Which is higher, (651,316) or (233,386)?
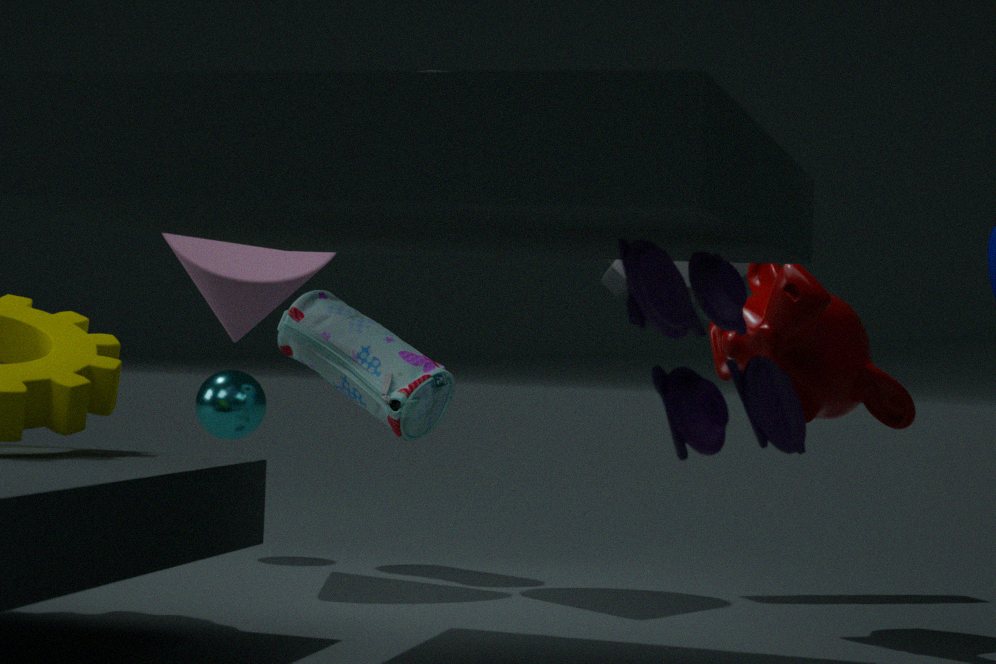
(651,316)
